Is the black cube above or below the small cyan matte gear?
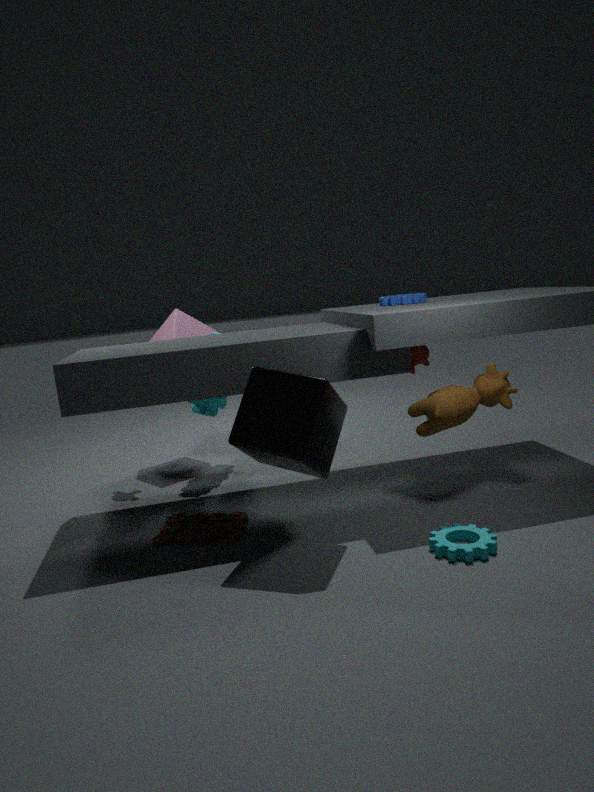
above
